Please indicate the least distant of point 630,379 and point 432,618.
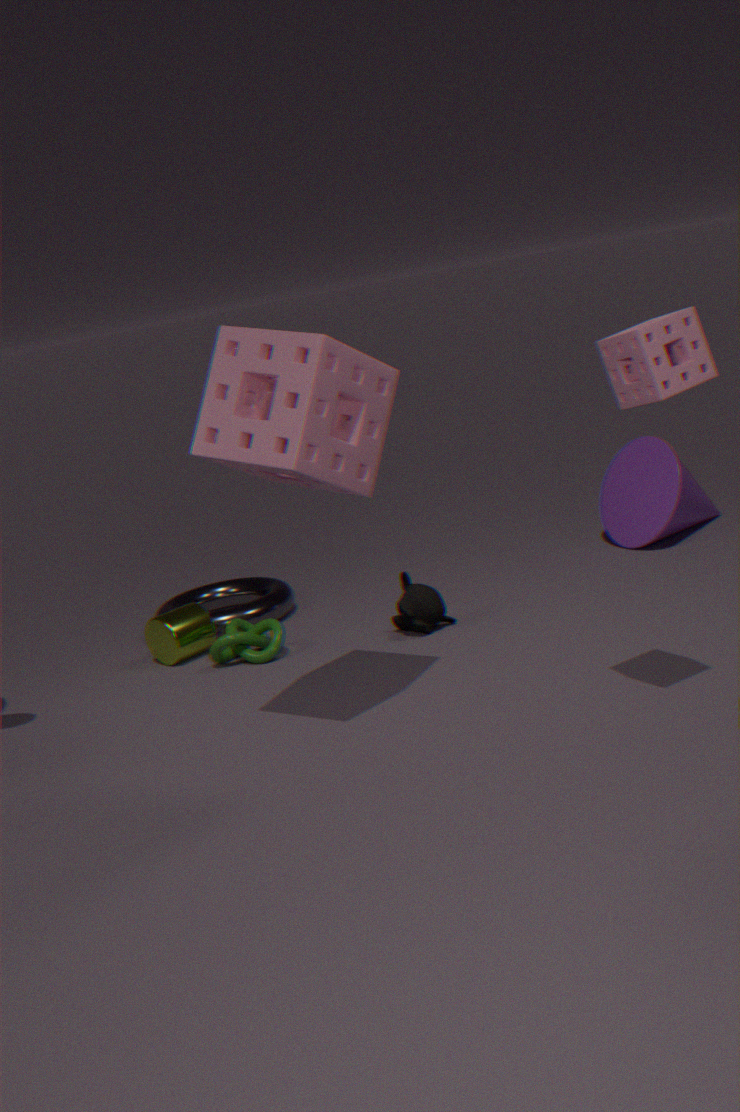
point 630,379
